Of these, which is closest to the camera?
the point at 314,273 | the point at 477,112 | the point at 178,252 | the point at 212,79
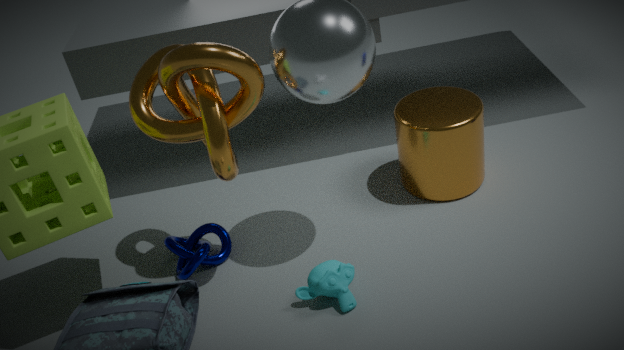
the point at 212,79
